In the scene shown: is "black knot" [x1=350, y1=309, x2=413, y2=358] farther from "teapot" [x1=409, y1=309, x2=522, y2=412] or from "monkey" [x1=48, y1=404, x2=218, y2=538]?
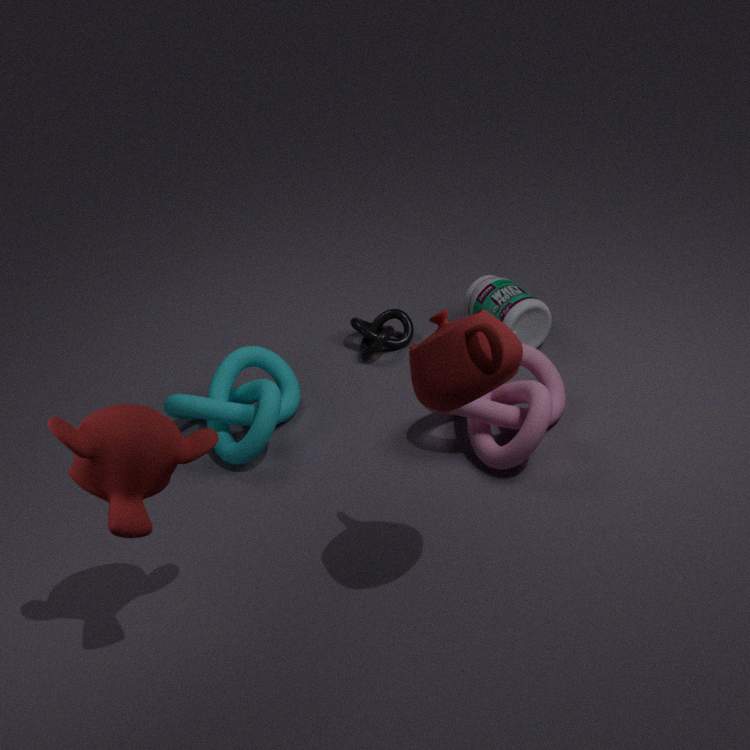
"monkey" [x1=48, y1=404, x2=218, y2=538]
